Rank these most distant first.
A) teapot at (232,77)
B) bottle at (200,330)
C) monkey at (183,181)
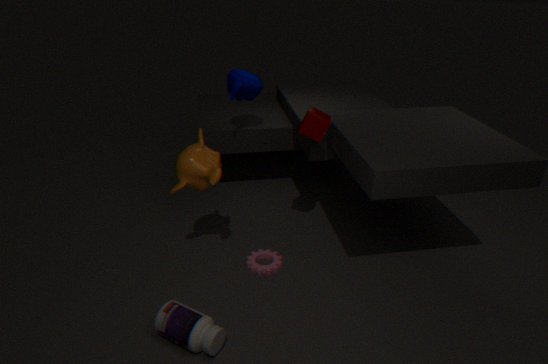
teapot at (232,77), monkey at (183,181), bottle at (200,330)
